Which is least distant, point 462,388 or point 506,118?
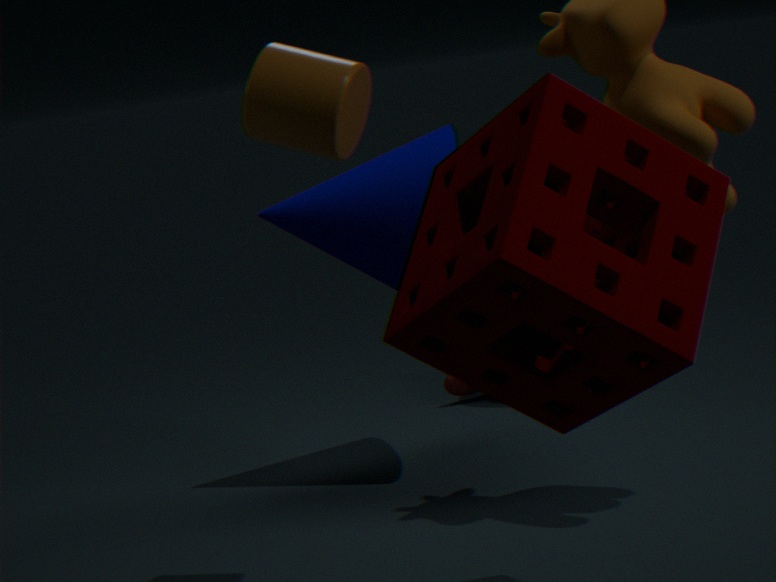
point 506,118
